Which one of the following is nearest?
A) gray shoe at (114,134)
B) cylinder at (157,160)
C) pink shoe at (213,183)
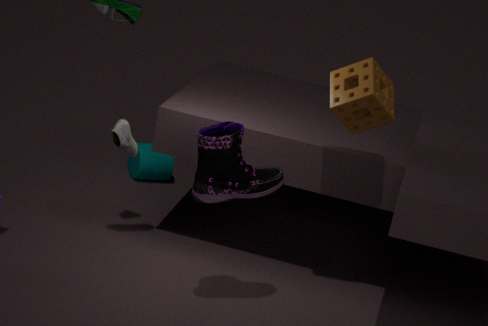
pink shoe at (213,183)
